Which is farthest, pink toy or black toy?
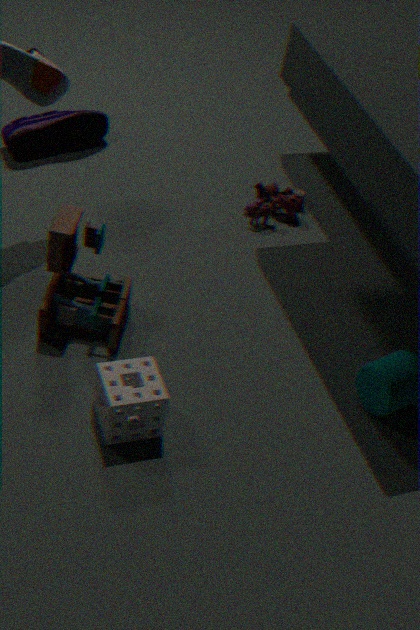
pink toy
